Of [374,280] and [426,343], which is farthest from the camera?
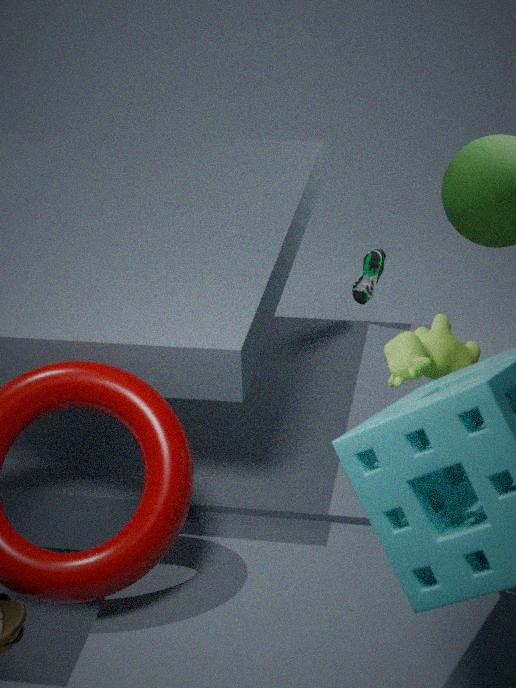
[374,280]
